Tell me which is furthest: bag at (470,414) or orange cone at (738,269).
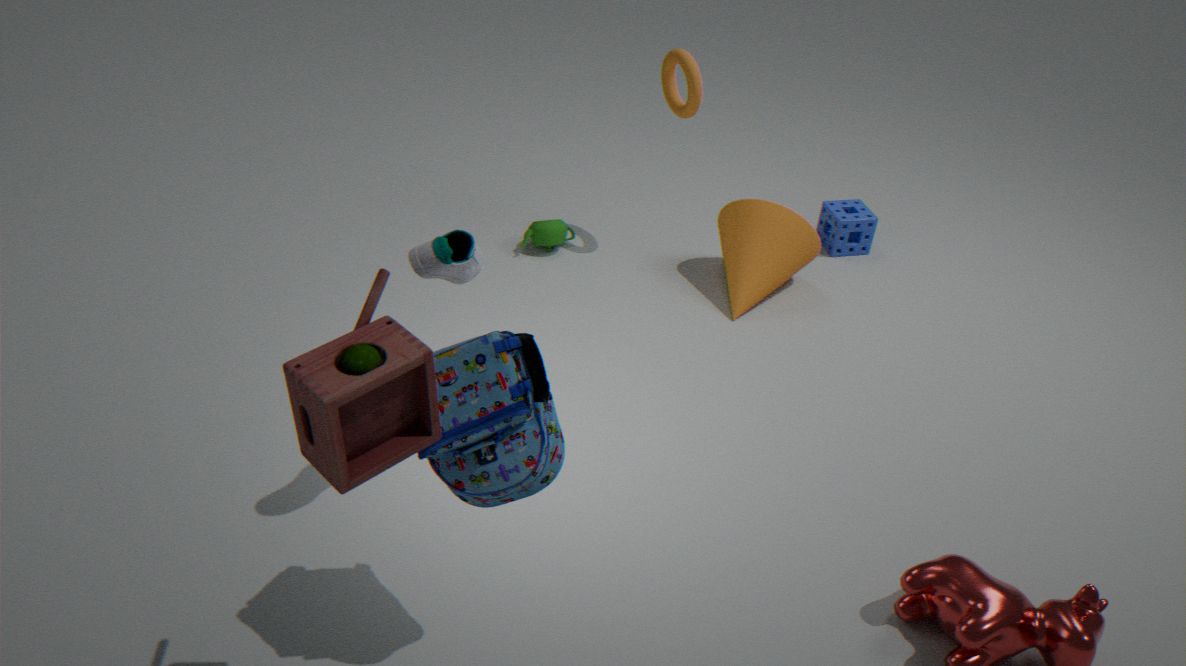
orange cone at (738,269)
